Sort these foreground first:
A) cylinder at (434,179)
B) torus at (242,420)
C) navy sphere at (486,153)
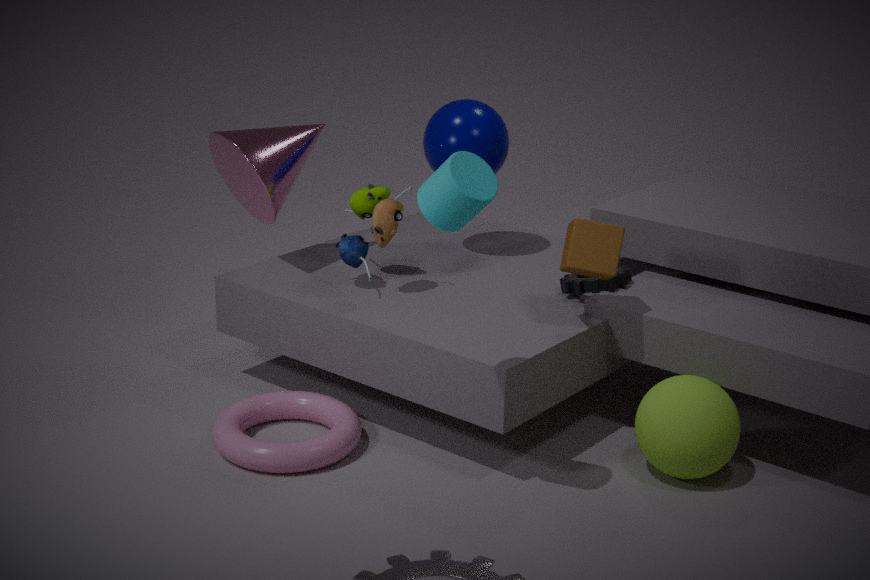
cylinder at (434,179), torus at (242,420), navy sphere at (486,153)
